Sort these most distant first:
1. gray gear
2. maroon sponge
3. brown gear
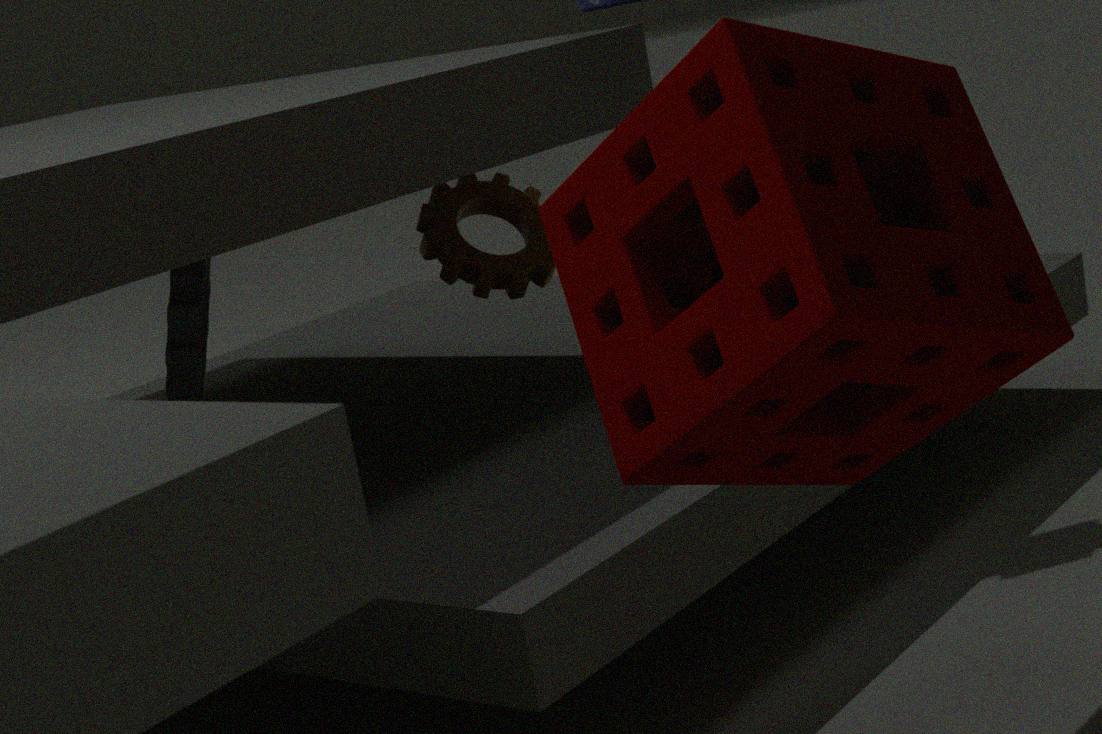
brown gear, gray gear, maroon sponge
